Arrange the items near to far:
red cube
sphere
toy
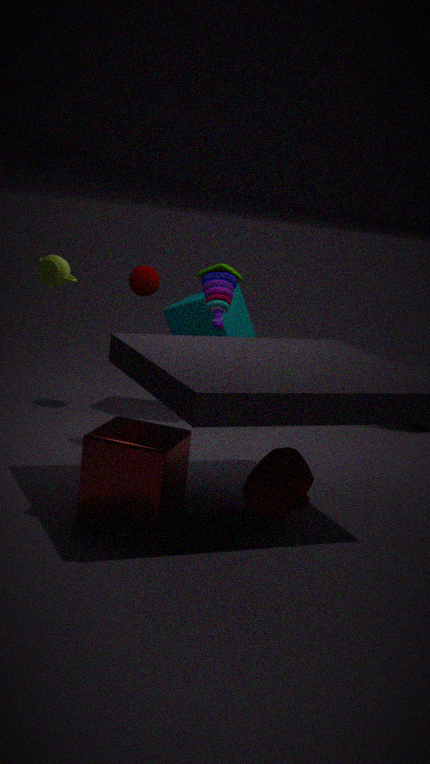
red cube < toy < sphere
